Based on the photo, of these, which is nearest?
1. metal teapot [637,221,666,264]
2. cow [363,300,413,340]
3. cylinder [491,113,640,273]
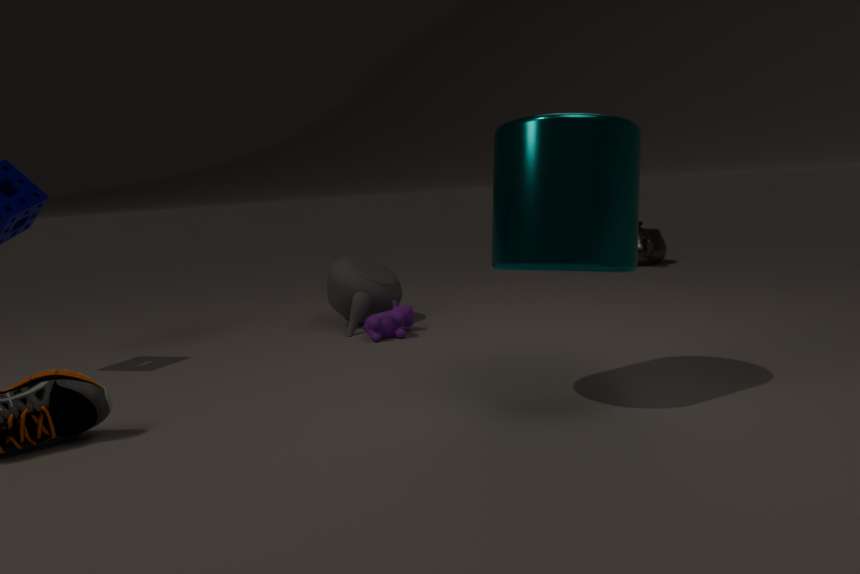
cylinder [491,113,640,273]
